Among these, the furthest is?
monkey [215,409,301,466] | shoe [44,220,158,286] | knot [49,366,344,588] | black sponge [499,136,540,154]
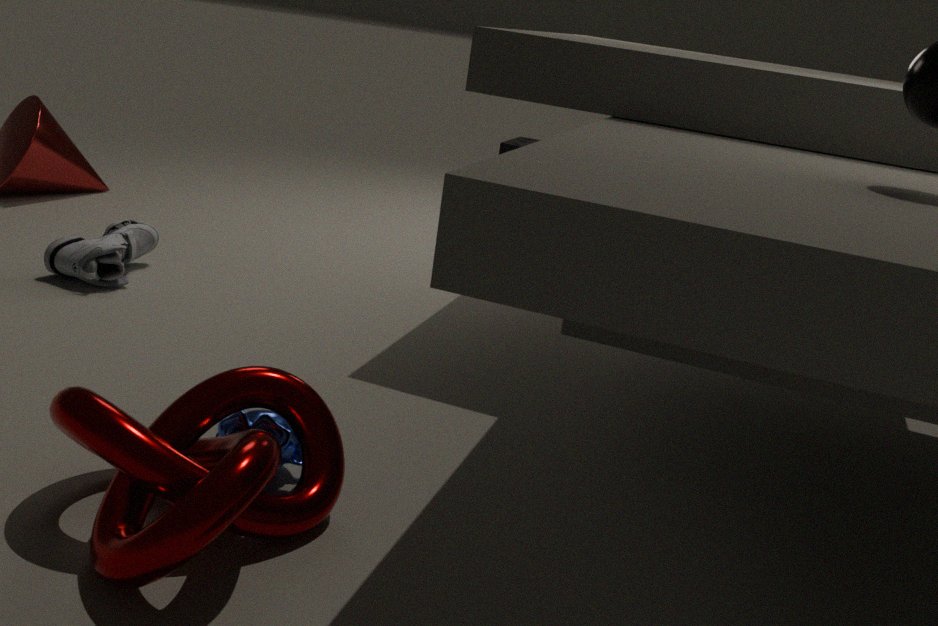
black sponge [499,136,540,154]
